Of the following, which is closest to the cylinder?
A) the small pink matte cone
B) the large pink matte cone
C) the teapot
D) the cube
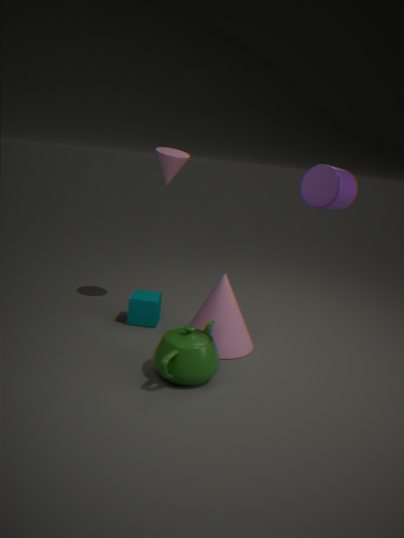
the large pink matte cone
